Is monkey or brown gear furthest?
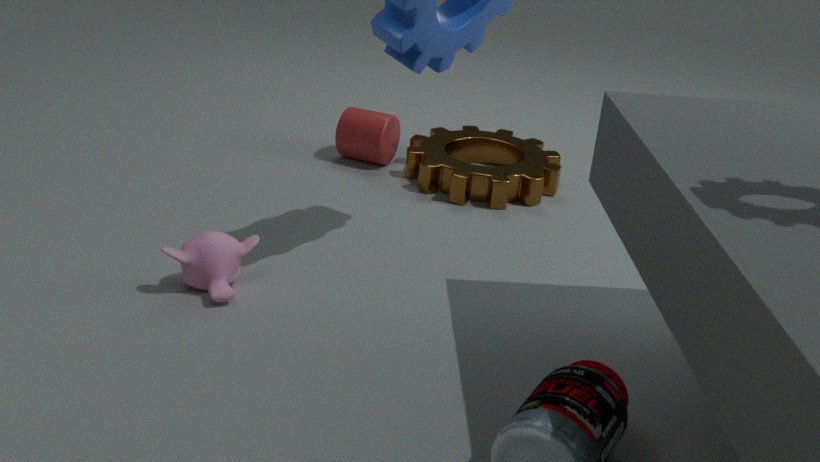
brown gear
